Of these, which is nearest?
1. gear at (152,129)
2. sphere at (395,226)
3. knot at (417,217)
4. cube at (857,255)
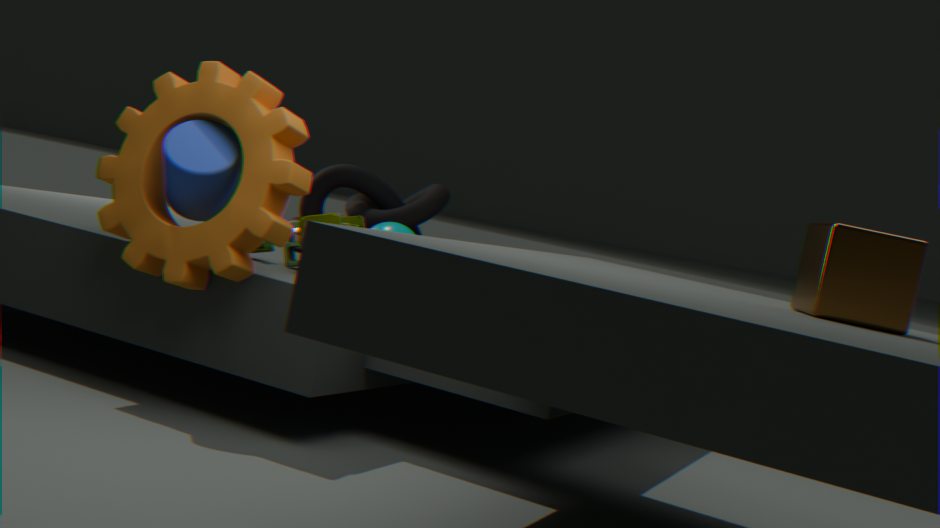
cube at (857,255)
